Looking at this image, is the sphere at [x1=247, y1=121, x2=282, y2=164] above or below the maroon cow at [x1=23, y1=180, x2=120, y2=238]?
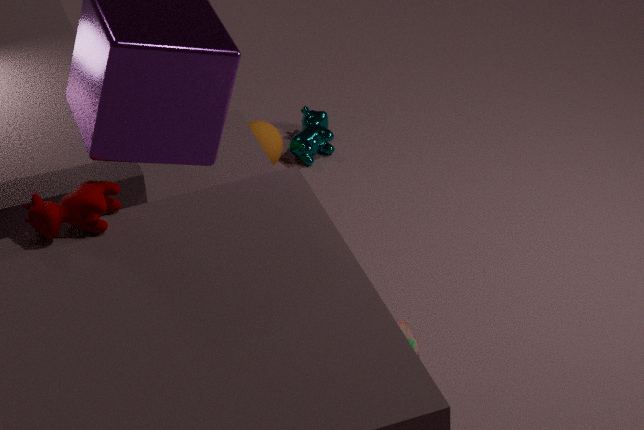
below
